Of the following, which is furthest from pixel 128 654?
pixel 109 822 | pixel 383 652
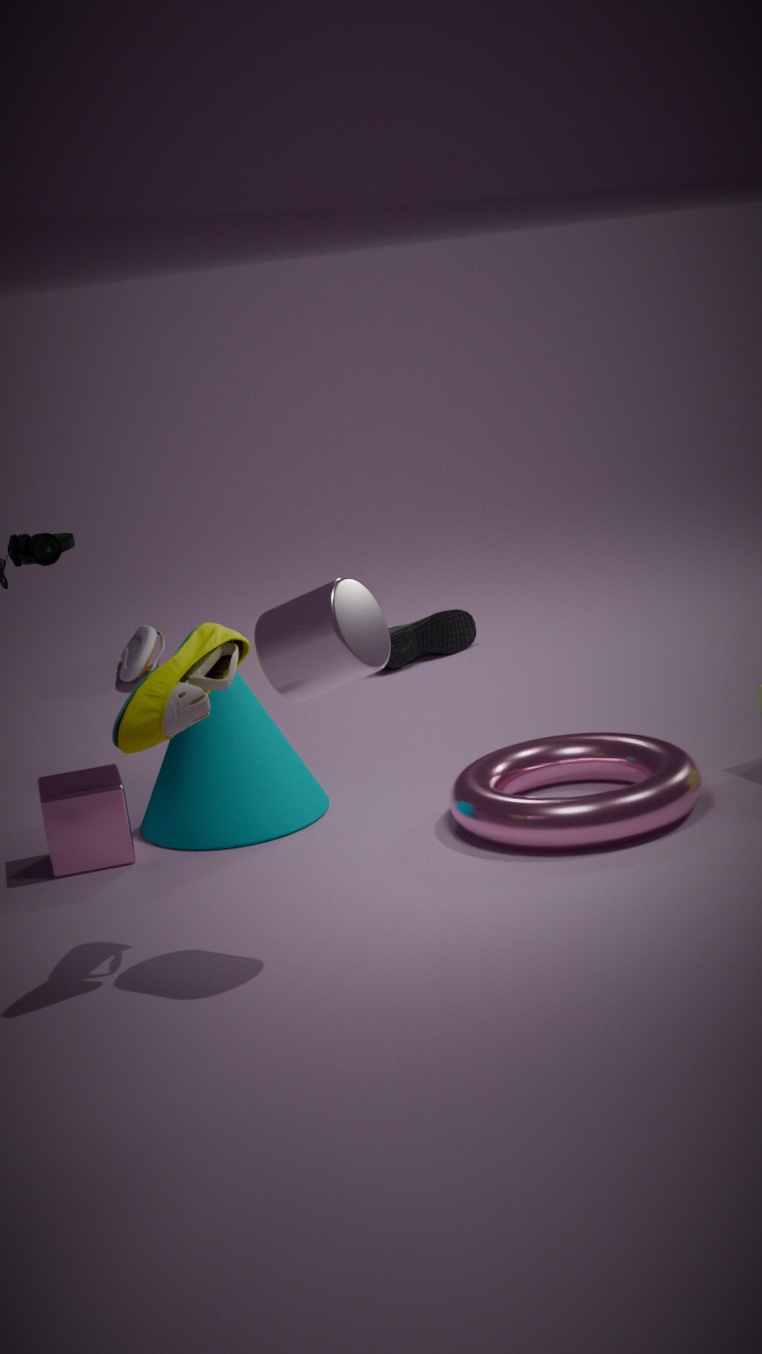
pixel 383 652
